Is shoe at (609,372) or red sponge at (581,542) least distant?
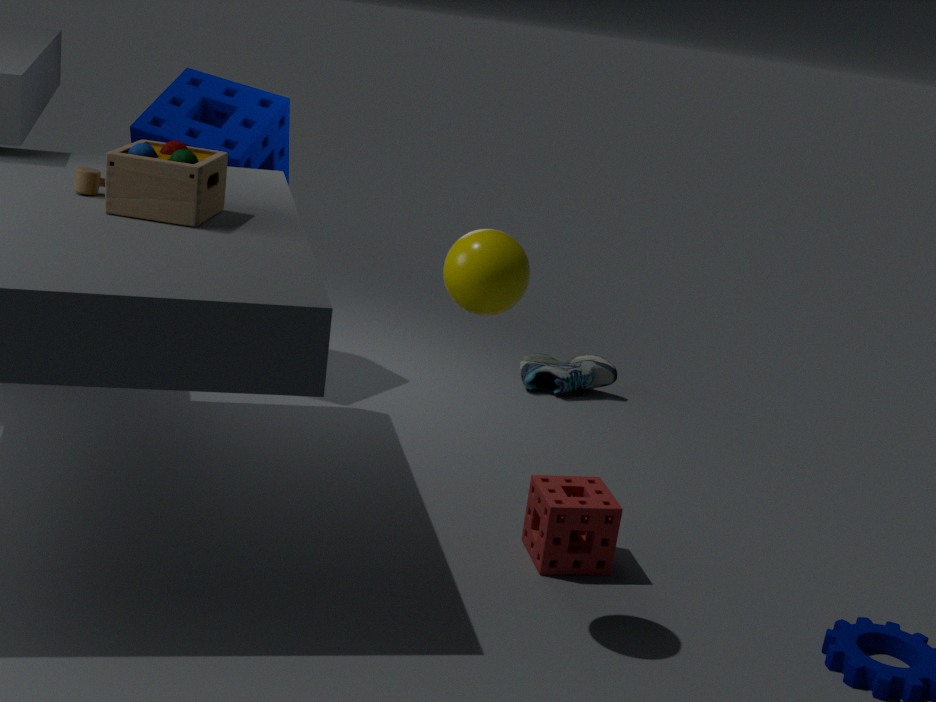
red sponge at (581,542)
